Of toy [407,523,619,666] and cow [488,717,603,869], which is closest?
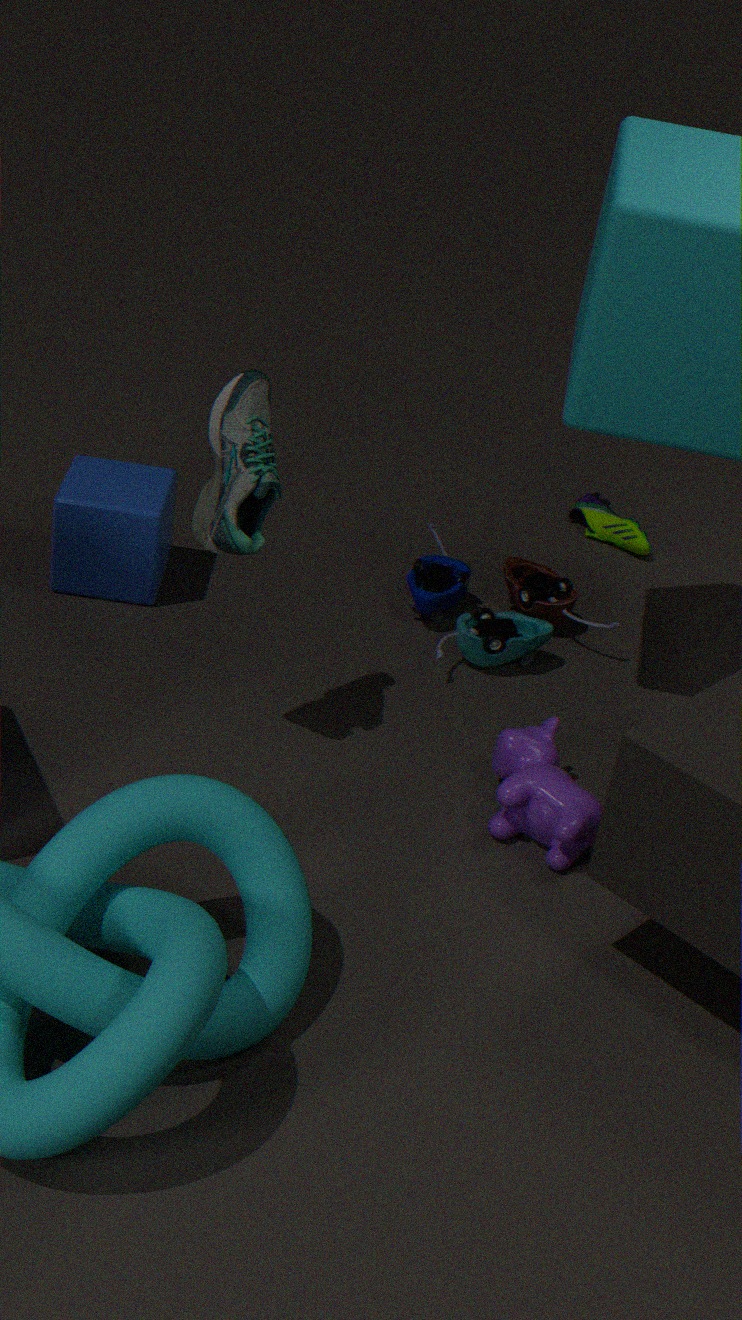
cow [488,717,603,869]
